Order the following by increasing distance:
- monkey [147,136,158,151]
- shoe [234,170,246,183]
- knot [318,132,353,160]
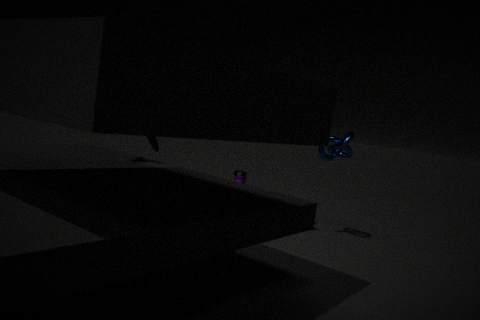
monkey [147,136,158,151] < knot [318,132,353,160] < shoe [234,170,246,183]
